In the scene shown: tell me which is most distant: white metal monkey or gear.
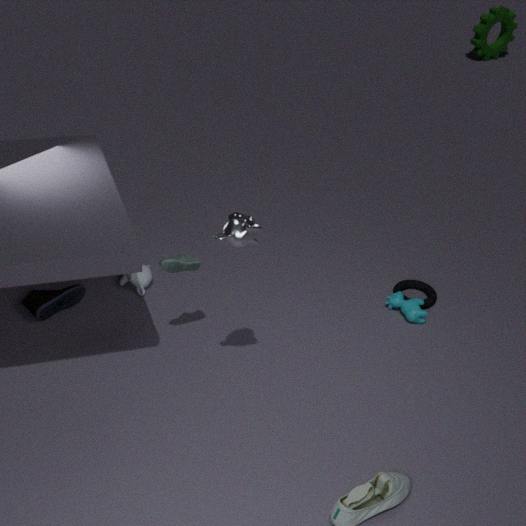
gear
